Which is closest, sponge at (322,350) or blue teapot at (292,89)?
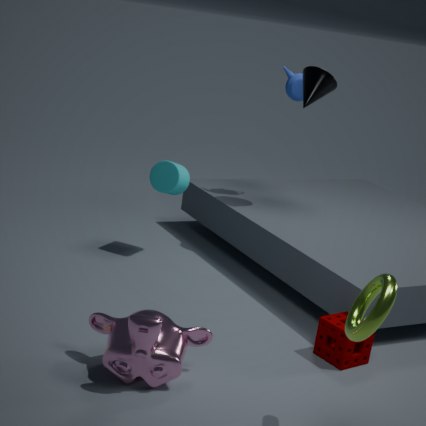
sponge at (322,350)
